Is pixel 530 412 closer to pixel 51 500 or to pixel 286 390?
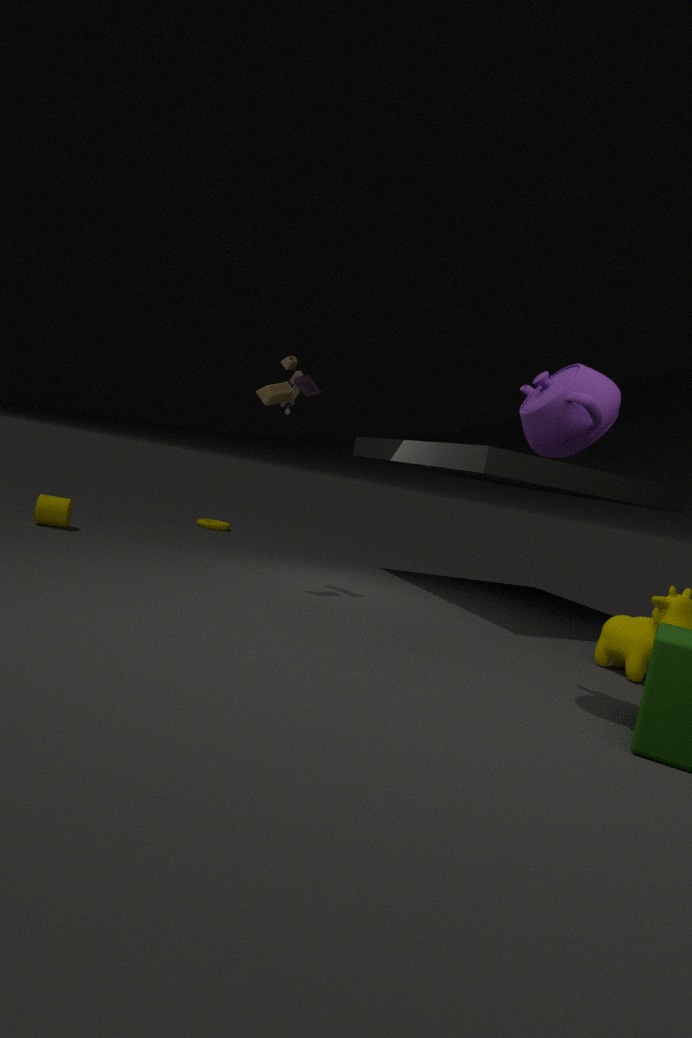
pixel 286 390
